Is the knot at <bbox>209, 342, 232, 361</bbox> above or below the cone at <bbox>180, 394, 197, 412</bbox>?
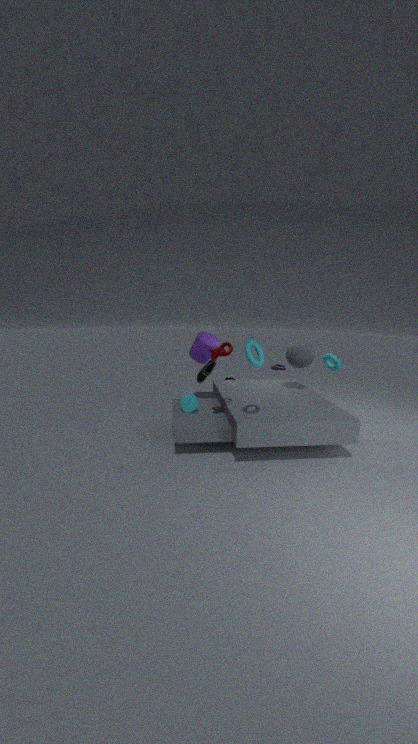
above
